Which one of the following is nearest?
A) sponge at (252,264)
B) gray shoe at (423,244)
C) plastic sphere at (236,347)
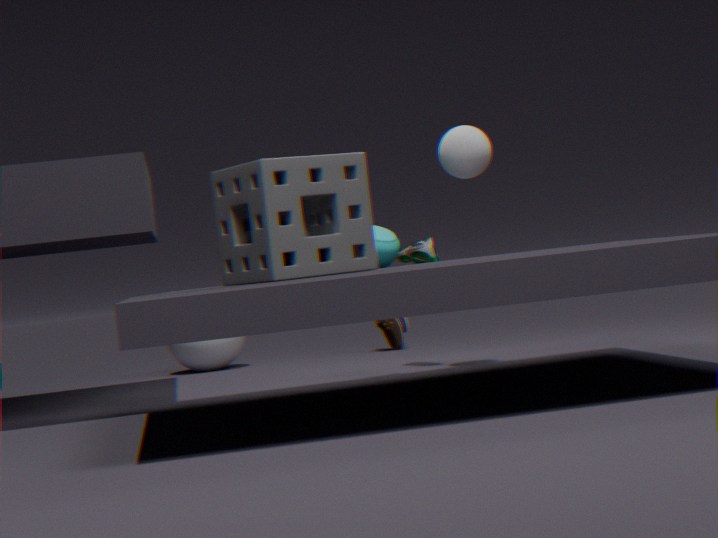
sponge at (252,264)
